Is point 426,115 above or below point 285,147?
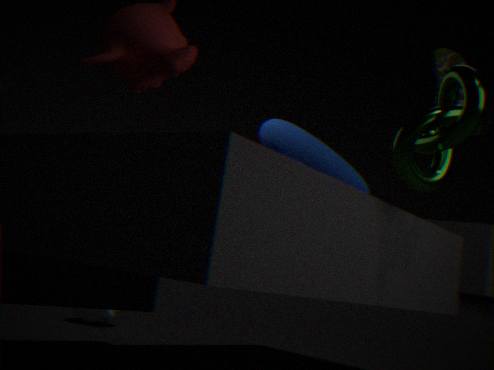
below
